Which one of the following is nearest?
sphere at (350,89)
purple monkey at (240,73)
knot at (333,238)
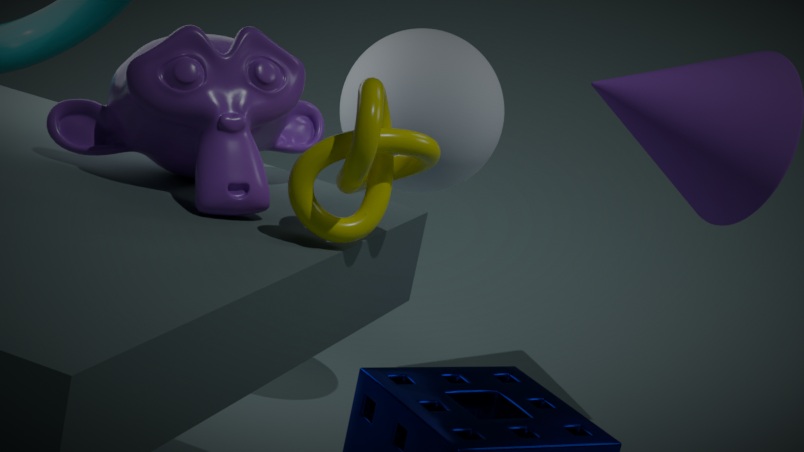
knot at (333,238)
